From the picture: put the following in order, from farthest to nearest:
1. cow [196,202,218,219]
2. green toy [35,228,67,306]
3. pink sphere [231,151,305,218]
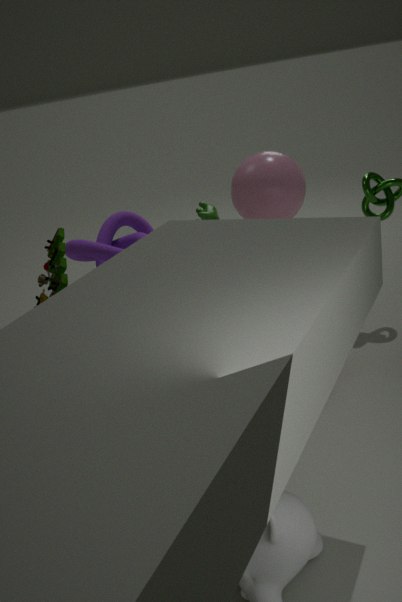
cow [196,202,218,219] → pink sphere [231,151,305,218] → green toy [35,228,67,306]
